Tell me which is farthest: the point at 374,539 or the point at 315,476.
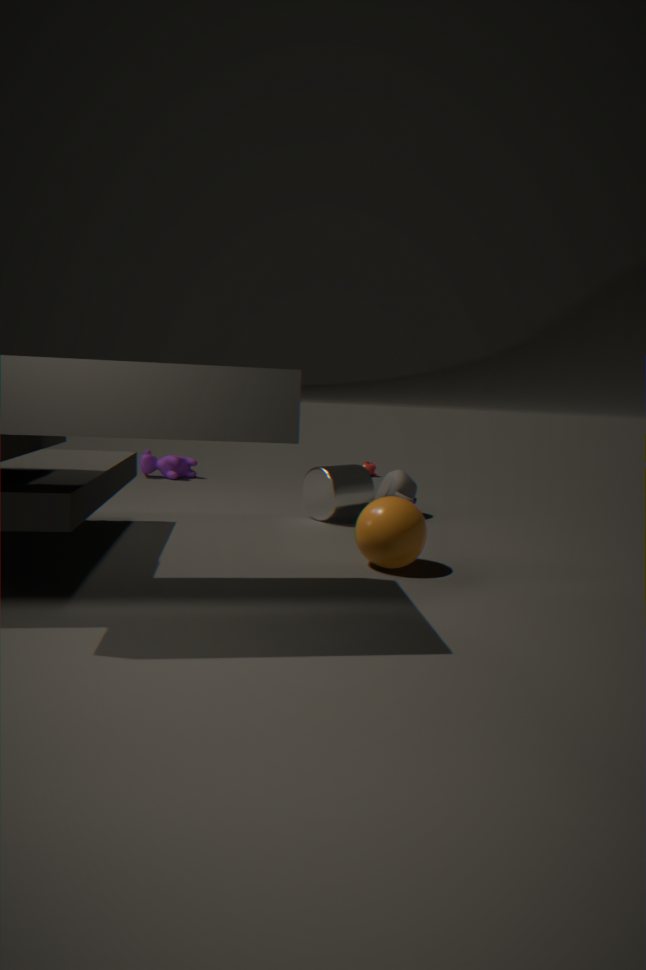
the point at 315,476
